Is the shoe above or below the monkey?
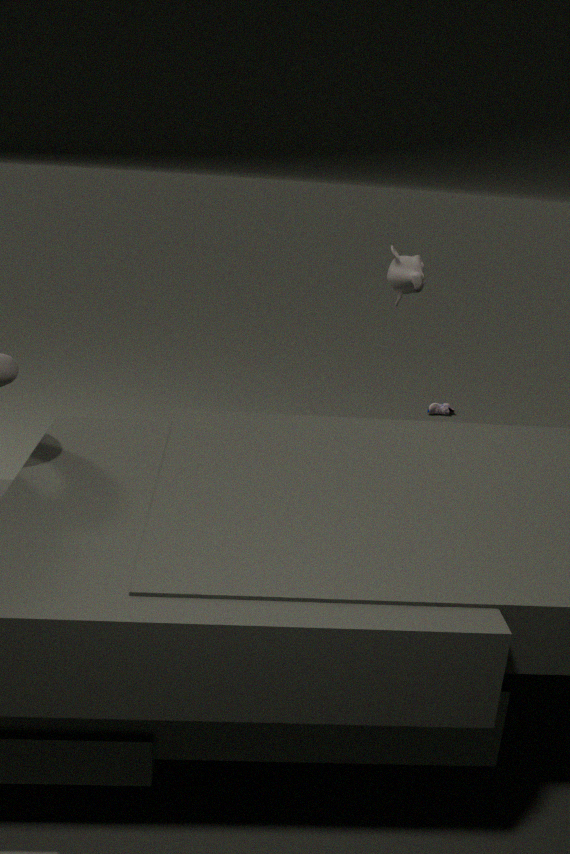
below
